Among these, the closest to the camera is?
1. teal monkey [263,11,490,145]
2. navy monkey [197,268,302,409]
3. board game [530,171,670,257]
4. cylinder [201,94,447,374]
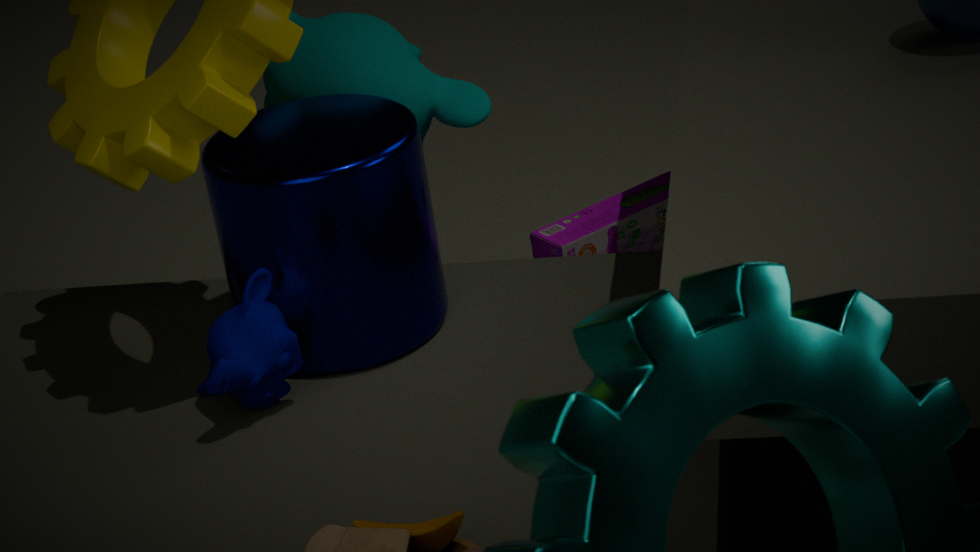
navy monkey [197,268,302,409]
